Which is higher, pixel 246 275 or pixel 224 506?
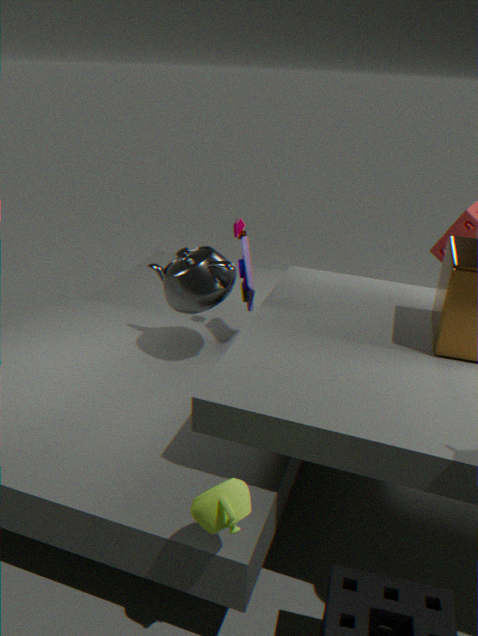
pixel 246 275
